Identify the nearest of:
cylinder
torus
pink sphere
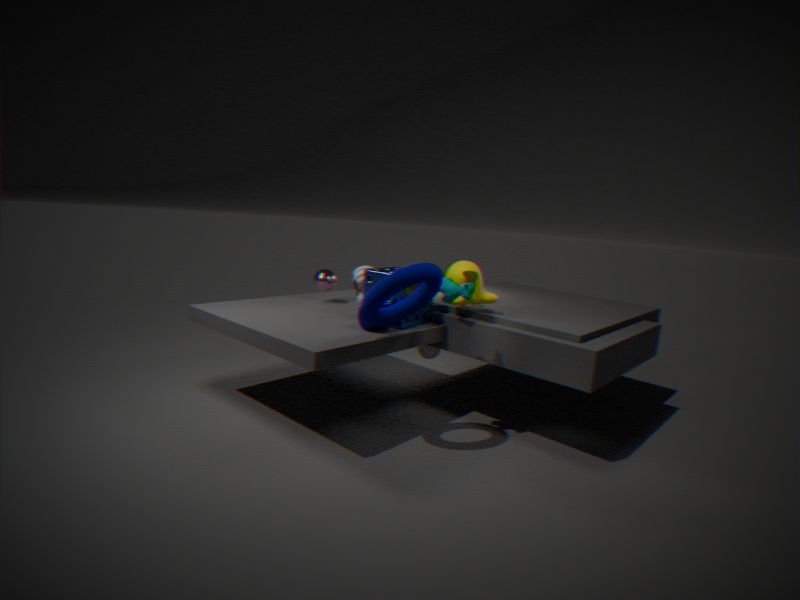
torus
